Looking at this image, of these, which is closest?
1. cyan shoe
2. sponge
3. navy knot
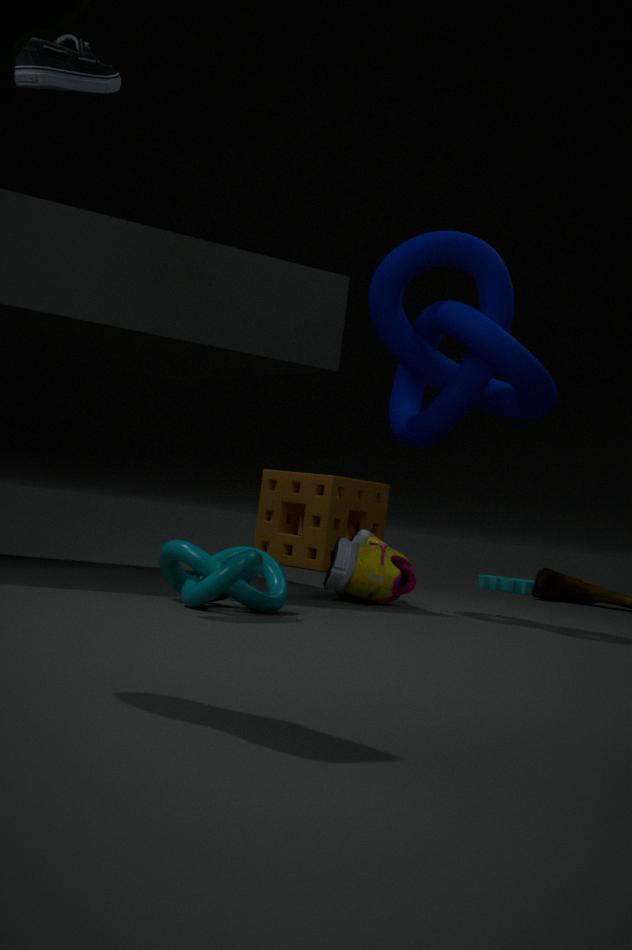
cyan shoe
